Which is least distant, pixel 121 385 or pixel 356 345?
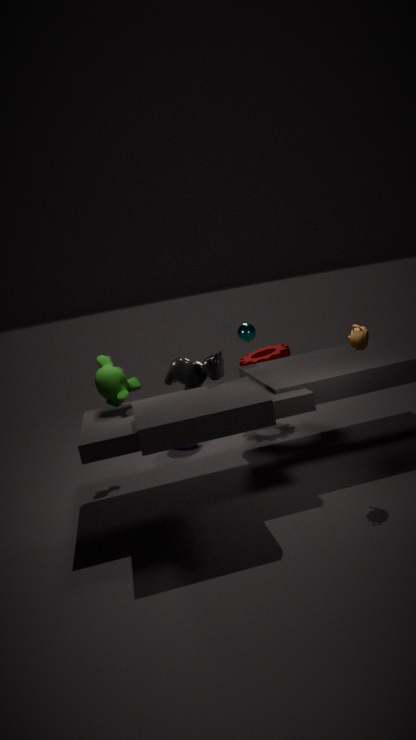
pixel 356 345
